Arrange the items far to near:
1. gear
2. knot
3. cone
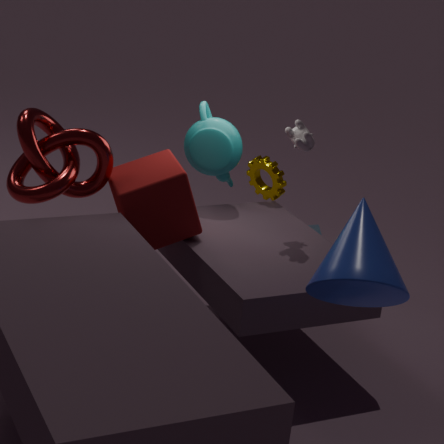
gear, knot, cone
